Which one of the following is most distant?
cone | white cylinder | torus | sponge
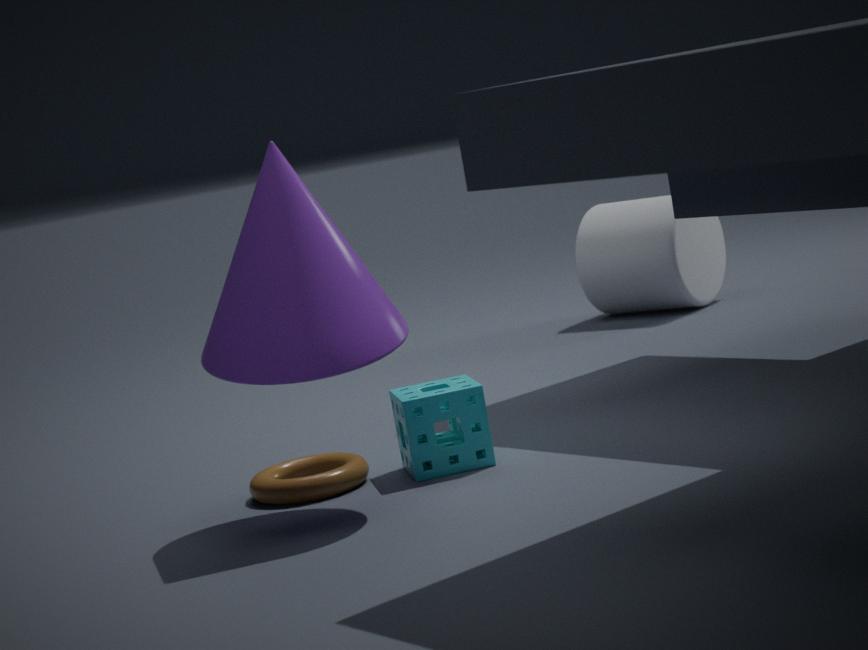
white cylinder
